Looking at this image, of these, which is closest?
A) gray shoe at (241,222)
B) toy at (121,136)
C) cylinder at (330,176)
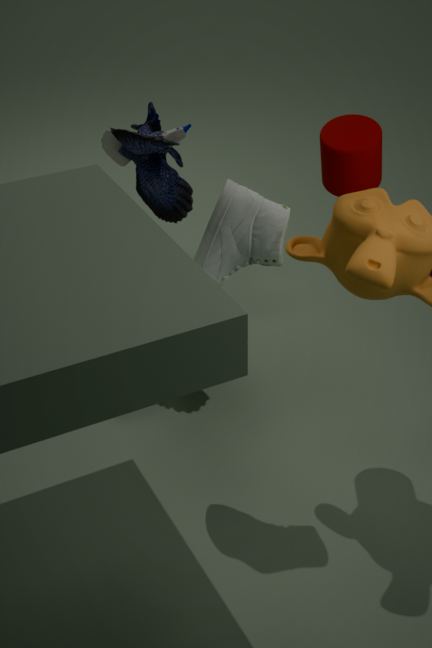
gray shoe at (241,222)
